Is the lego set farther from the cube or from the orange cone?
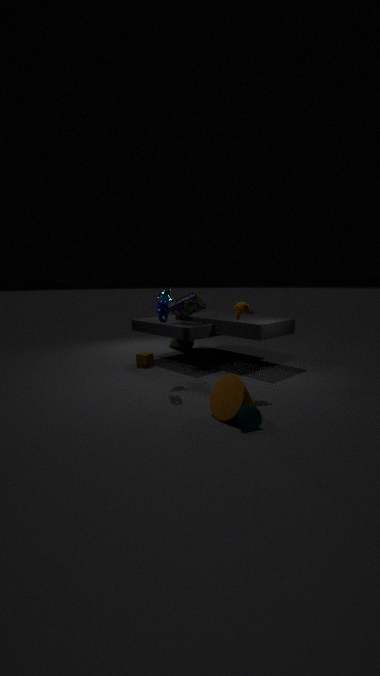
the orange cone
